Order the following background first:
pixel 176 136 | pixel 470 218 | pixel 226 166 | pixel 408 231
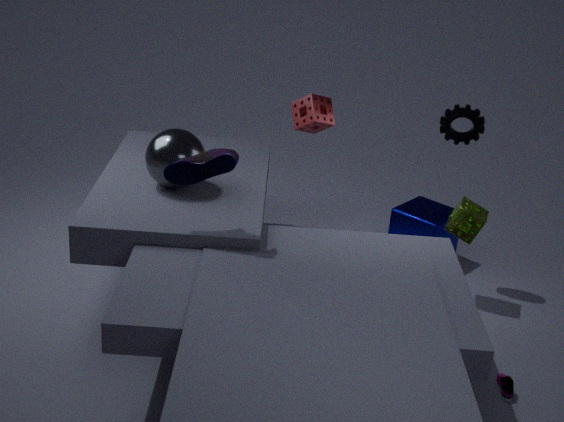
pixel 408 231 → pixel 470 218 → pixel 176 136 → pixel 226 166
